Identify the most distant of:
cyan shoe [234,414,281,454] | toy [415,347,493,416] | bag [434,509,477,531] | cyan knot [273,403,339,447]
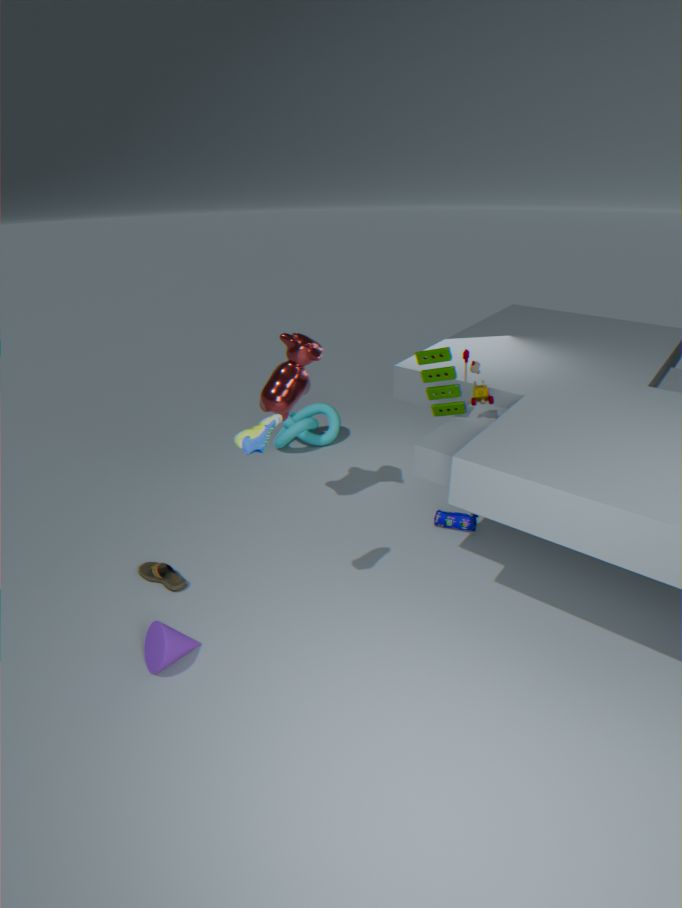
cyan knot [273,403,339,447]
